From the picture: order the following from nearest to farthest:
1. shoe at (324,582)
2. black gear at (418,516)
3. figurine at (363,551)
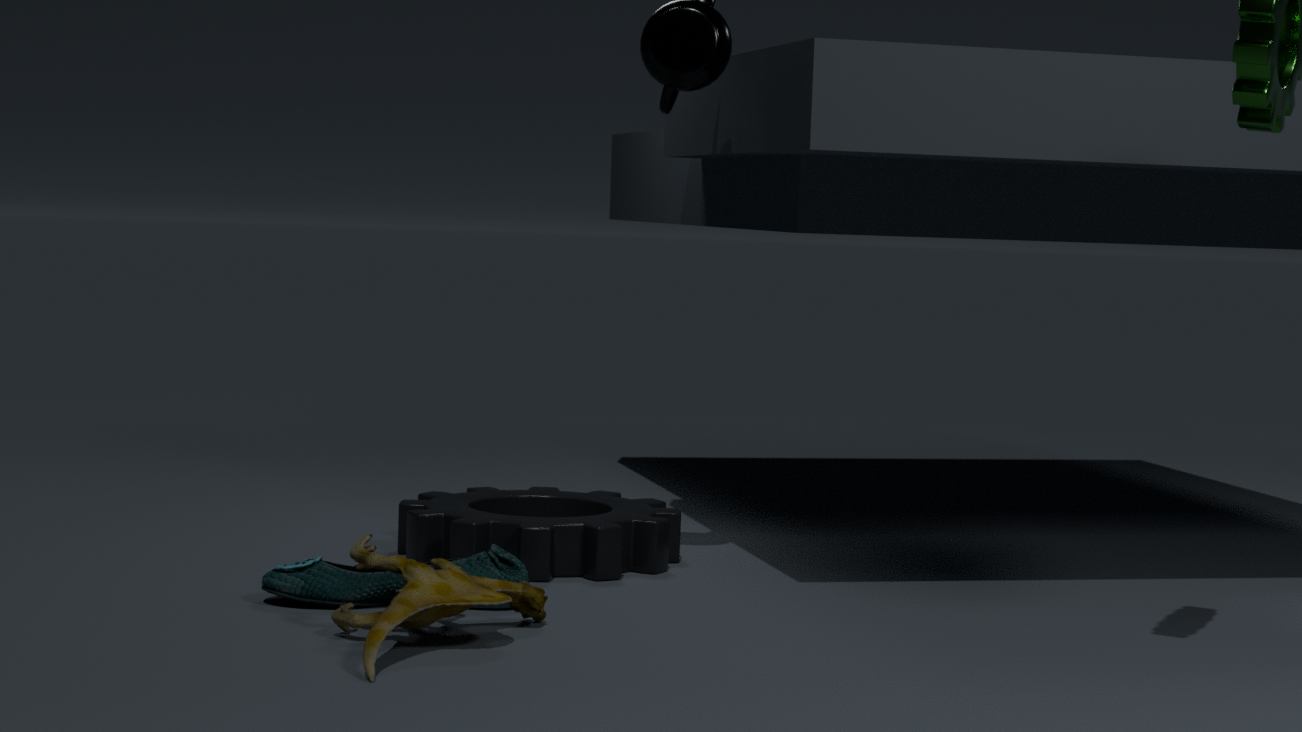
1. figurine at (363,551)
2. shoe at (324,582)
3. black gear at (418,516)
